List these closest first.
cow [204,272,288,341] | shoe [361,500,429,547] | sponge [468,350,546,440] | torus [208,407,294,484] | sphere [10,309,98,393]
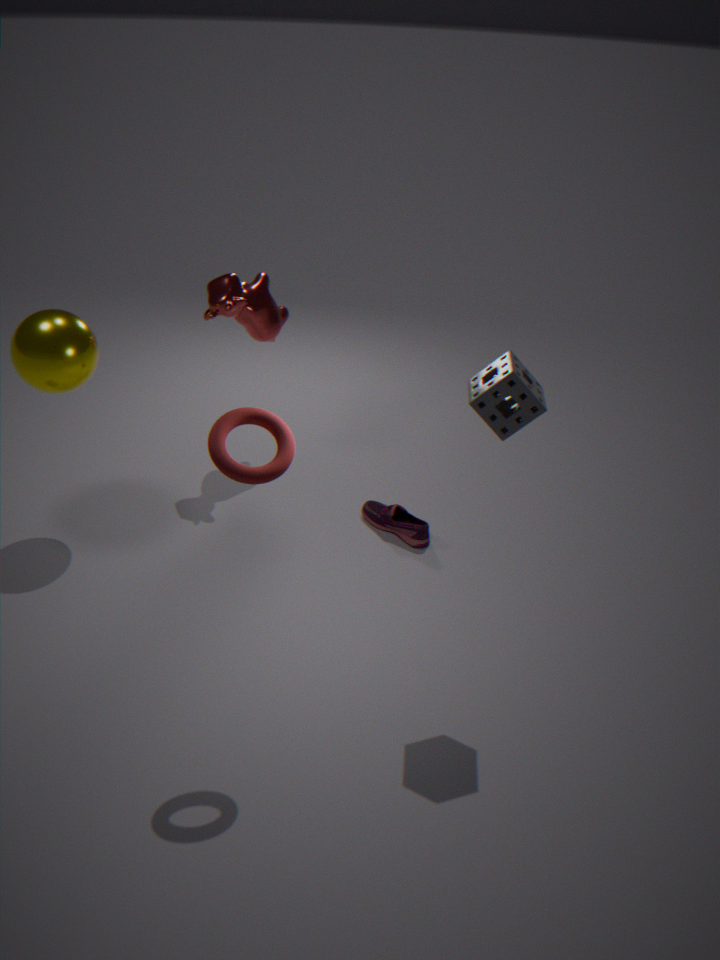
1. torus [208,407,294,484]
2. sponge [468,350,546,440]
3. sphere [10,309,98,393]
4. shoe [361,500,429,547]
5. cow [204,272,288,341]
